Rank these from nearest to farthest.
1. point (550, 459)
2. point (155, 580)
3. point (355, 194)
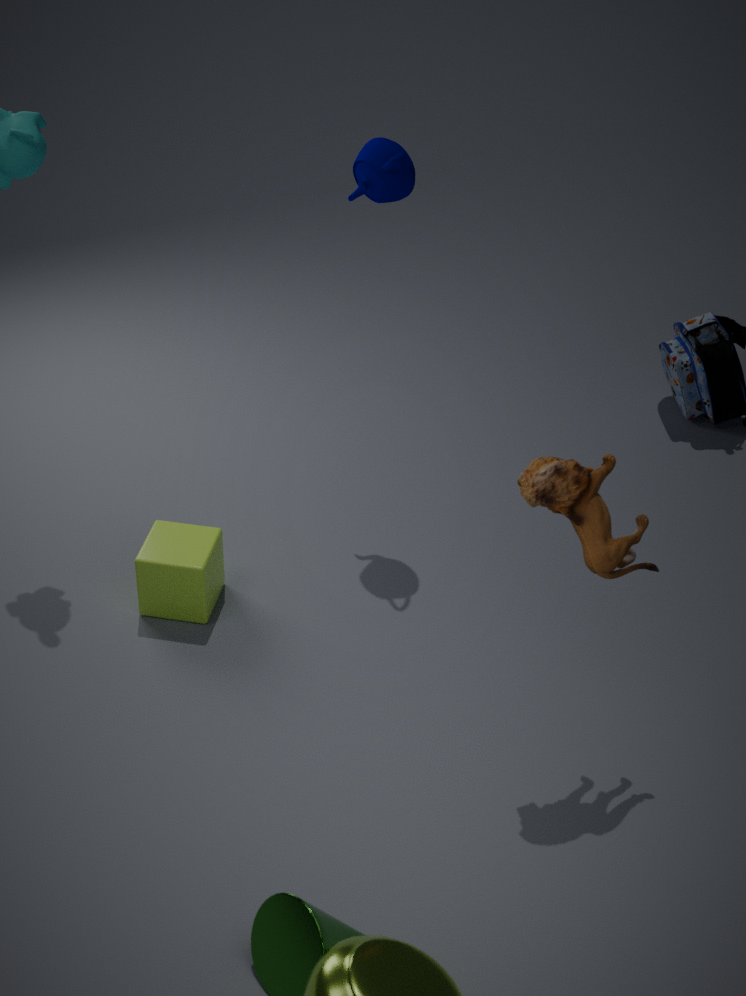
1. point (550, 459)
2. point (155, 580)
3. point (355, 194)
